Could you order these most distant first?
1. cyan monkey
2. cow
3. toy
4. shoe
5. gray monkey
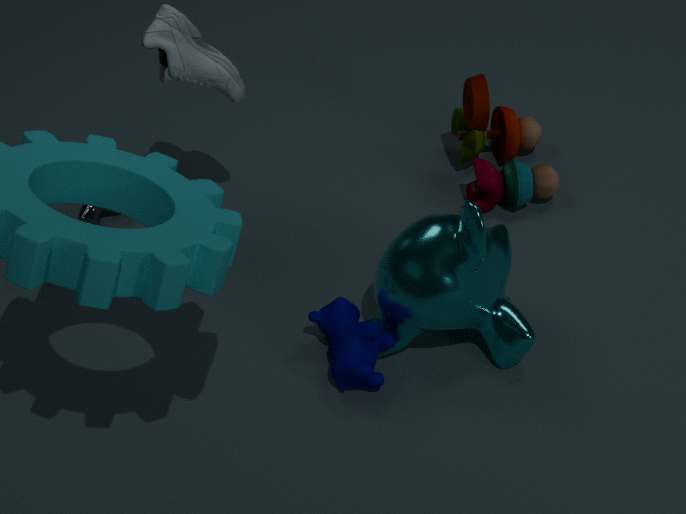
gray monkey
toy
shoe
cow
cyan monkey
